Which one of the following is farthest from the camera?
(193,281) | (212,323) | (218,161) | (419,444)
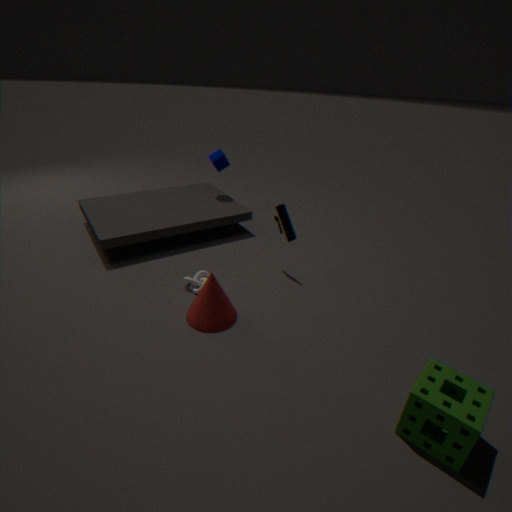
(218,161)
